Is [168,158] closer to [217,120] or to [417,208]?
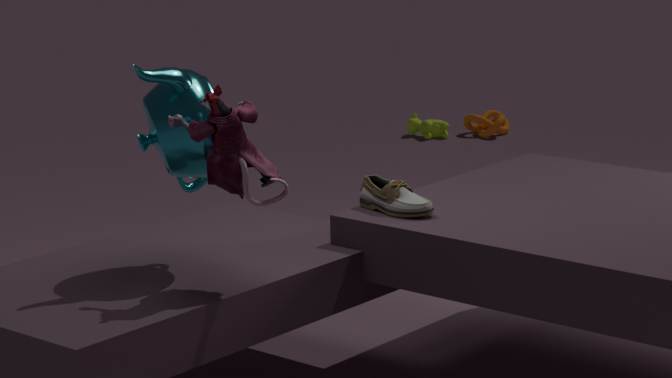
[217,120]
